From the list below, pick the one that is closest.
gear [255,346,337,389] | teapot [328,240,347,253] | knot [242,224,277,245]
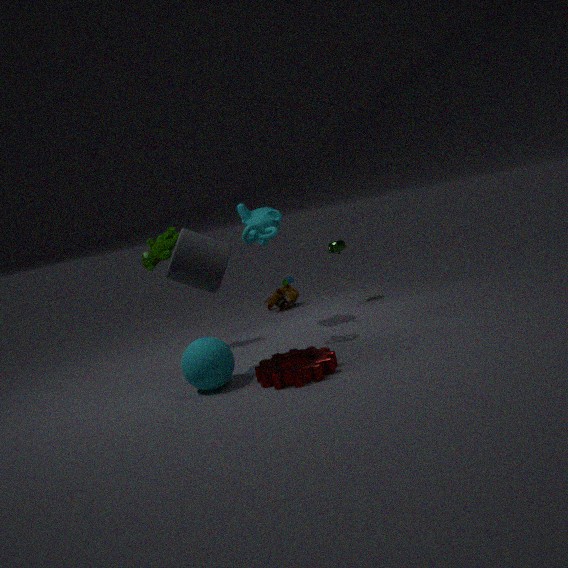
gear [255,346,337,389]
